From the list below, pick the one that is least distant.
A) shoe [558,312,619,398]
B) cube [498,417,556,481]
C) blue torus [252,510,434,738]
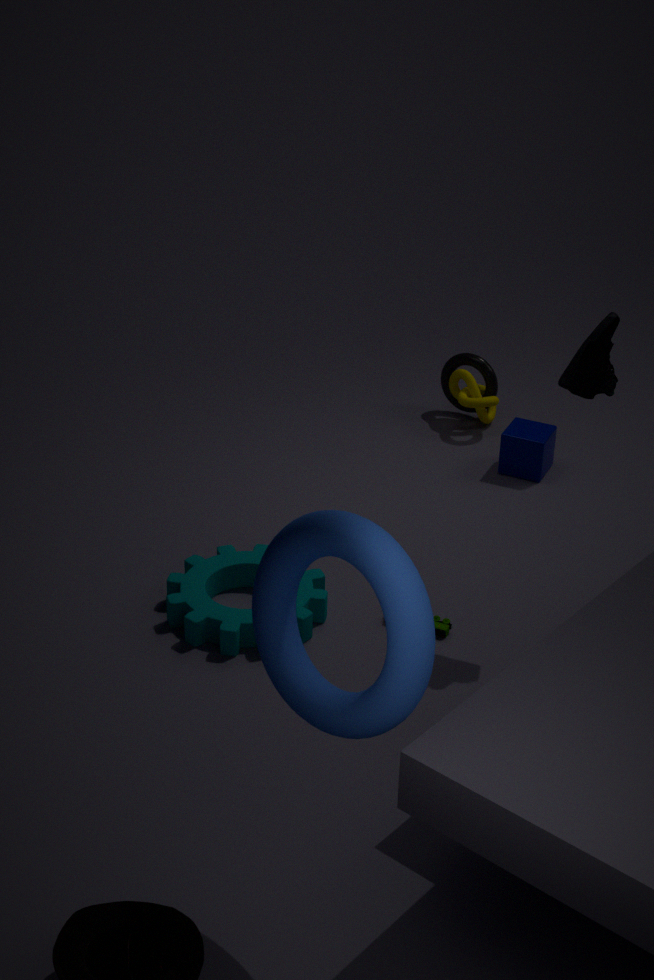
blue torus [252,510,434,738]
